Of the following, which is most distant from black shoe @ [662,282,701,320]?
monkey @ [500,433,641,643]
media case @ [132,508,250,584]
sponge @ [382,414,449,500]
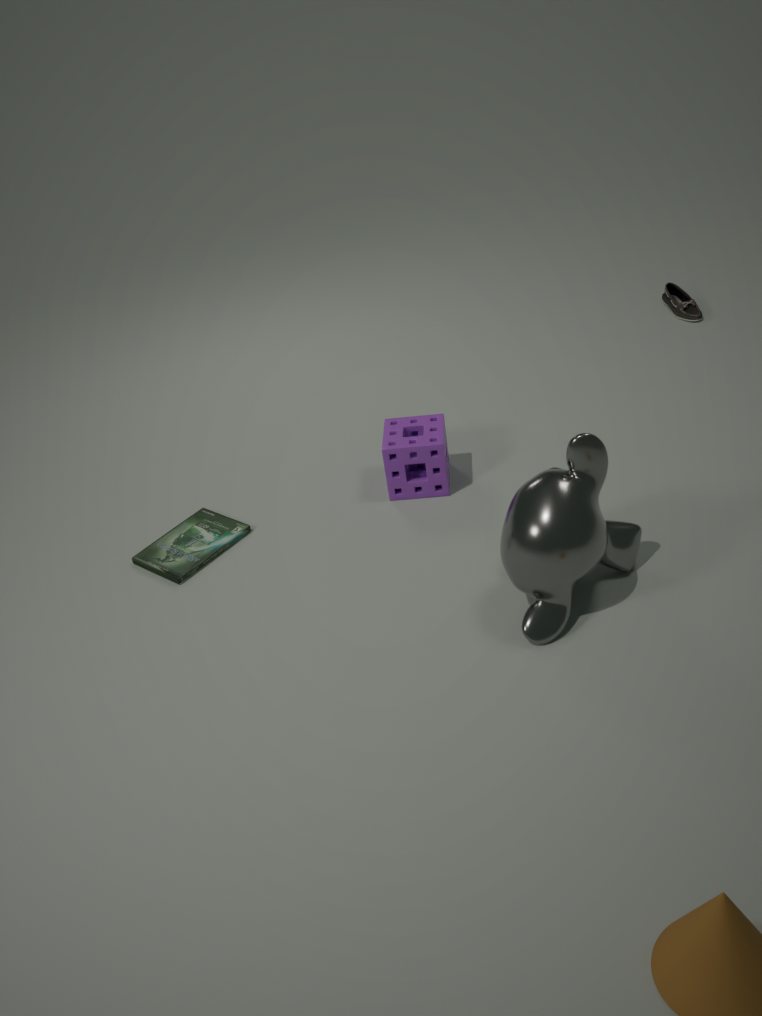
media case @ [132,508,250,584]
